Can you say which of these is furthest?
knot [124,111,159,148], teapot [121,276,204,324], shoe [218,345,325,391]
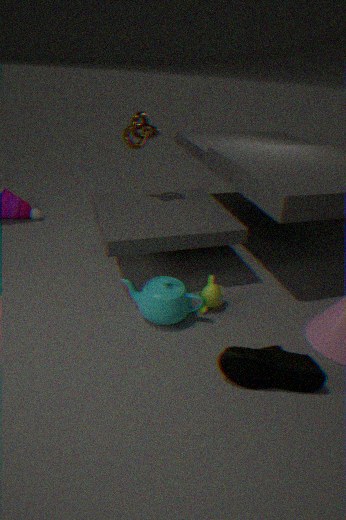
knot [124,111,159,148]
